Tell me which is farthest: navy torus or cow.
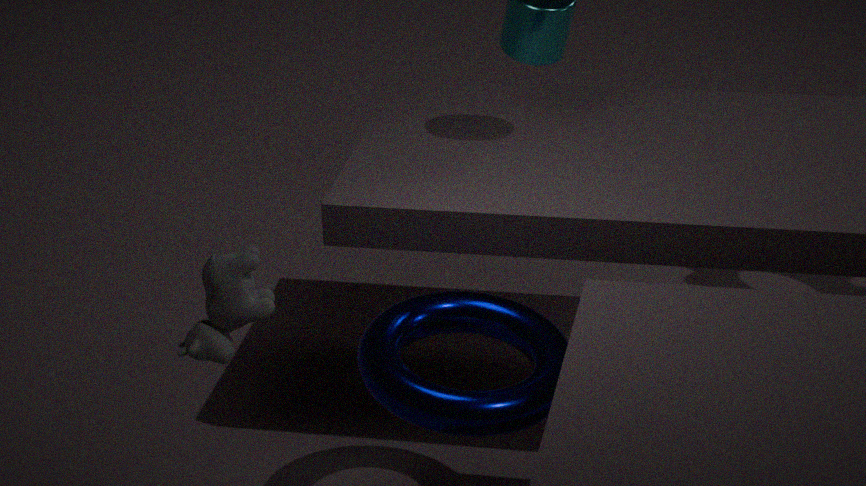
navy torus
